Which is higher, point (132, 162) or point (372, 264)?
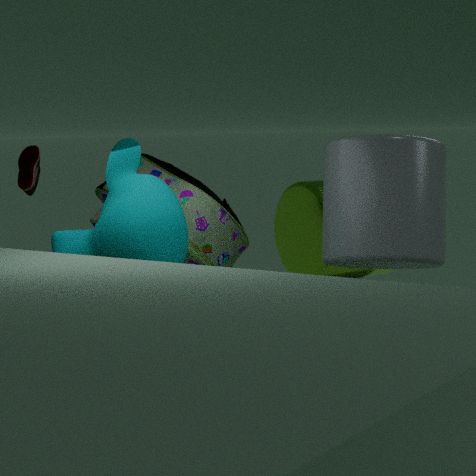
point (372, 264)
